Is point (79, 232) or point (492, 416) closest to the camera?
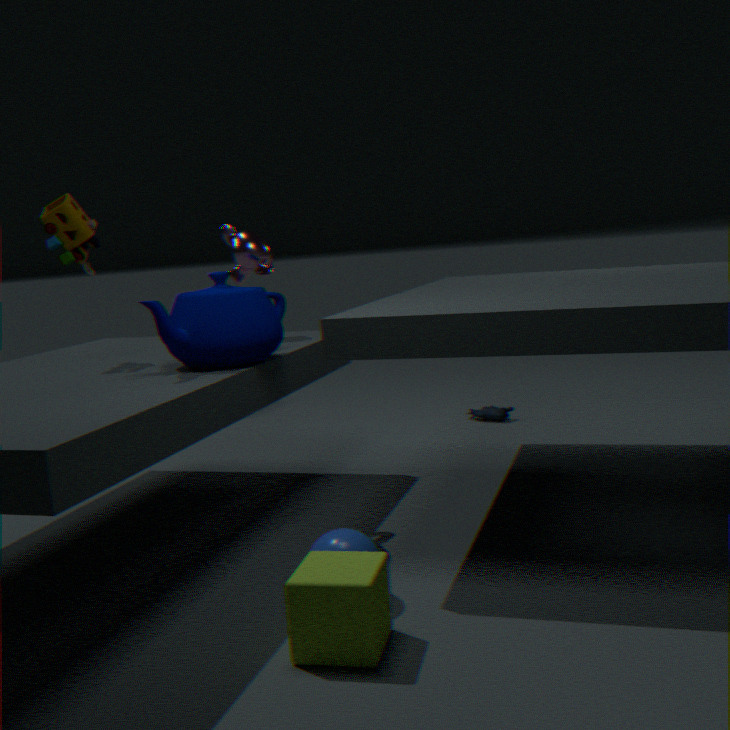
point (79, 232)
